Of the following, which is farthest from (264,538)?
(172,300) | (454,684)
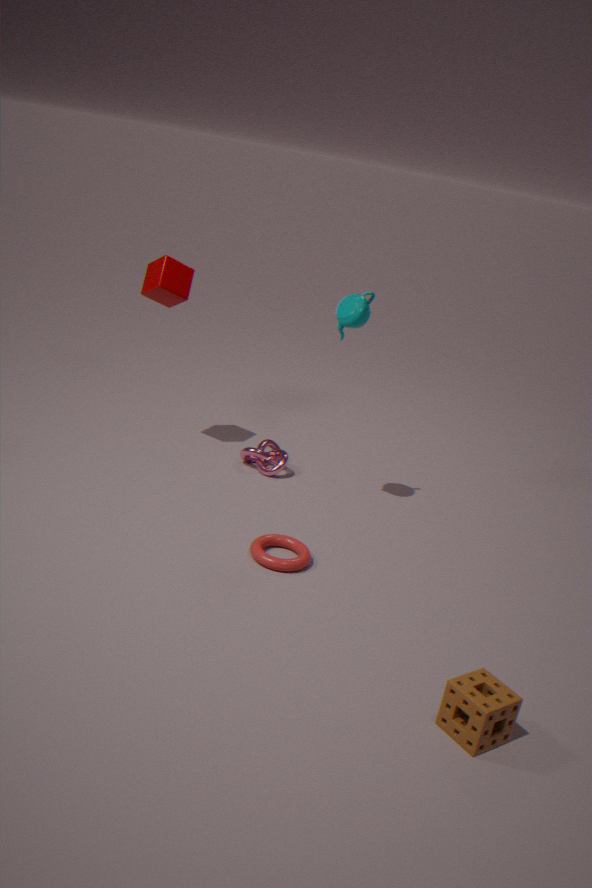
(172,300)
